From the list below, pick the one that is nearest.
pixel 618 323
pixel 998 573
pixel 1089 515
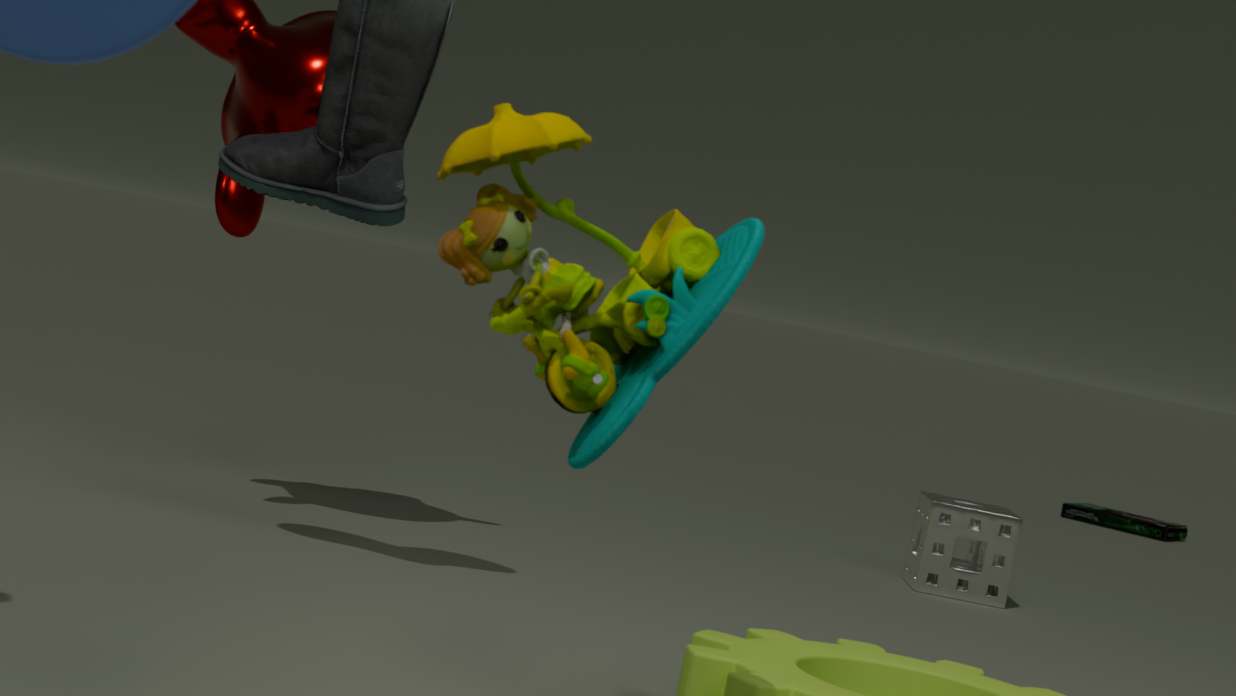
pixel 618 323
